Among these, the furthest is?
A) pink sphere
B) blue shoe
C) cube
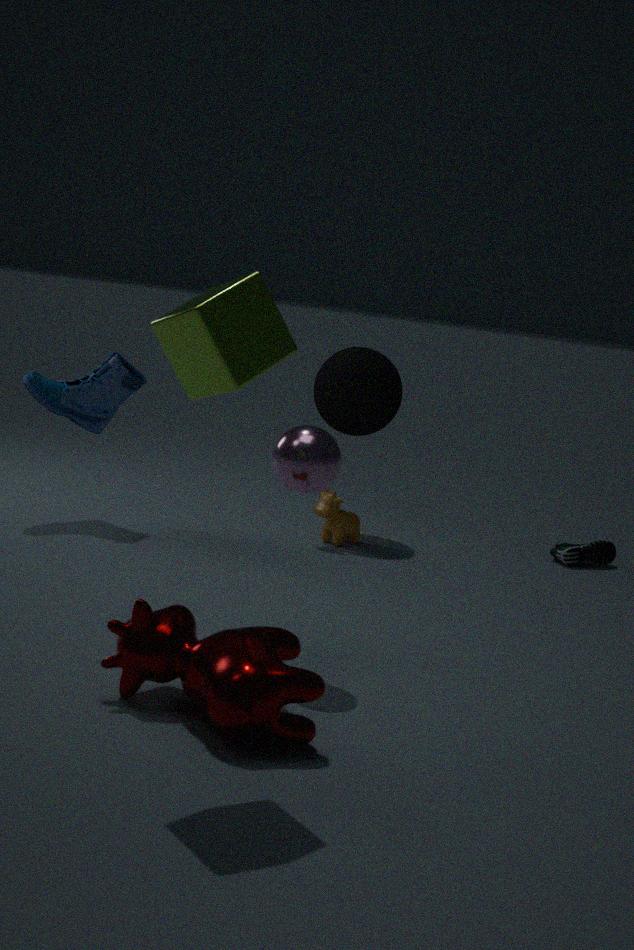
blue shoe
